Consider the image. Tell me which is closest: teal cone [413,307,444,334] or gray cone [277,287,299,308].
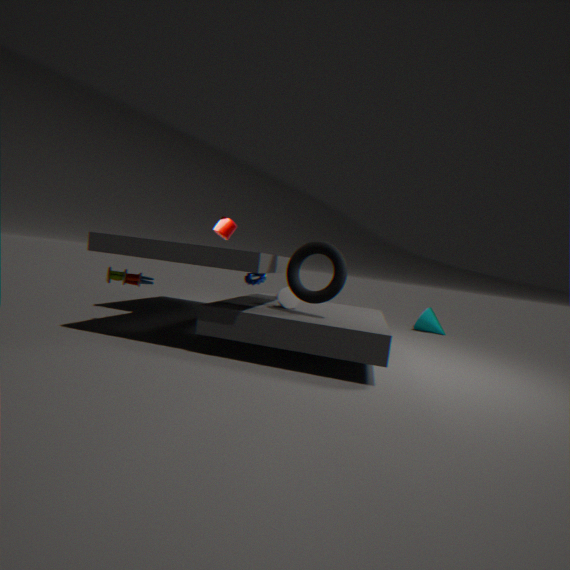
gray cone [277,287,299,308]
